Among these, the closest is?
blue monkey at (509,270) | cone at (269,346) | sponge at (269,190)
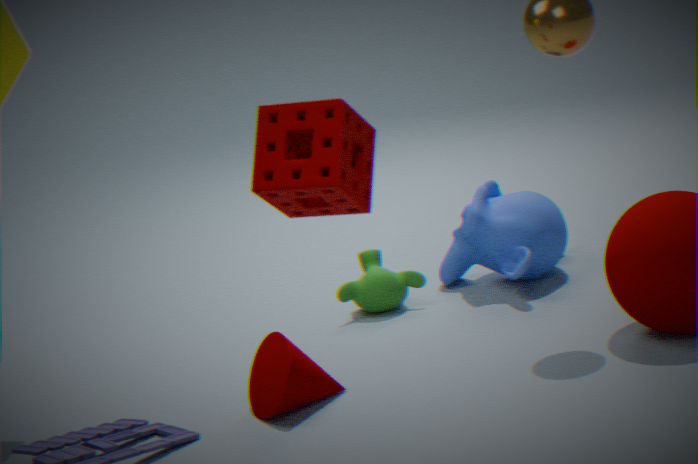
sponge at (269,190)
